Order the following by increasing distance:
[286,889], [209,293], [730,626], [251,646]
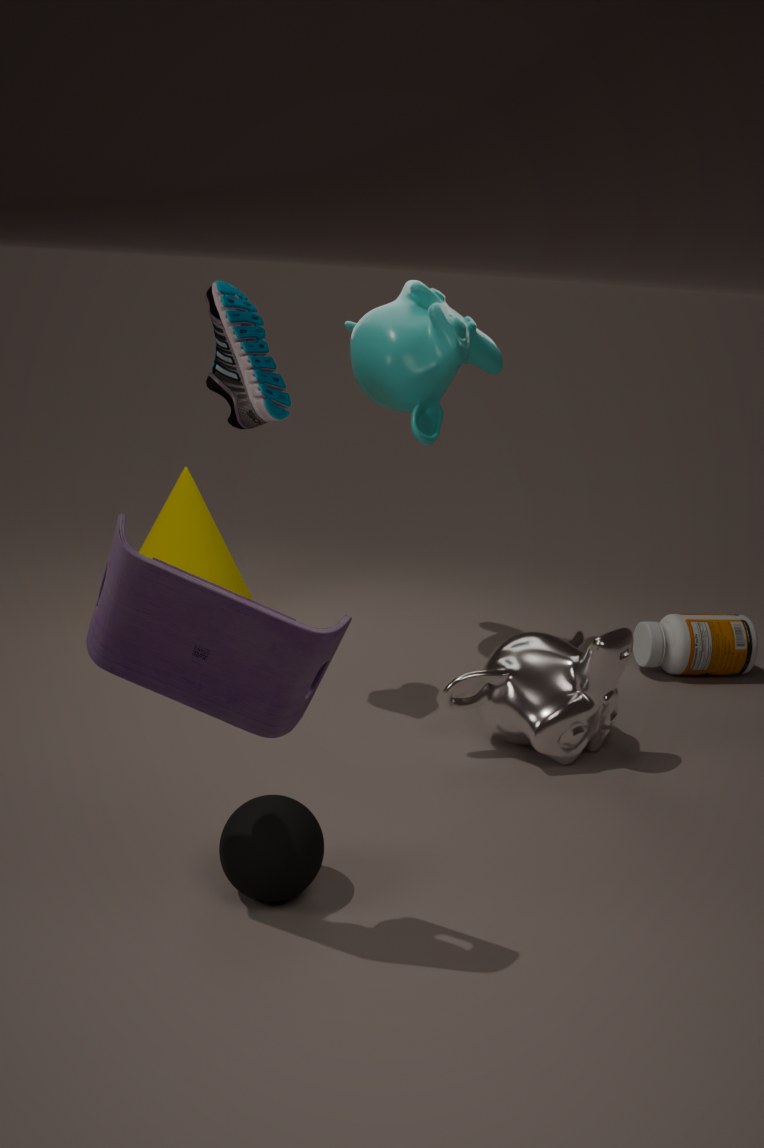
[251,646], [286,889], [209,293], [730,626]
